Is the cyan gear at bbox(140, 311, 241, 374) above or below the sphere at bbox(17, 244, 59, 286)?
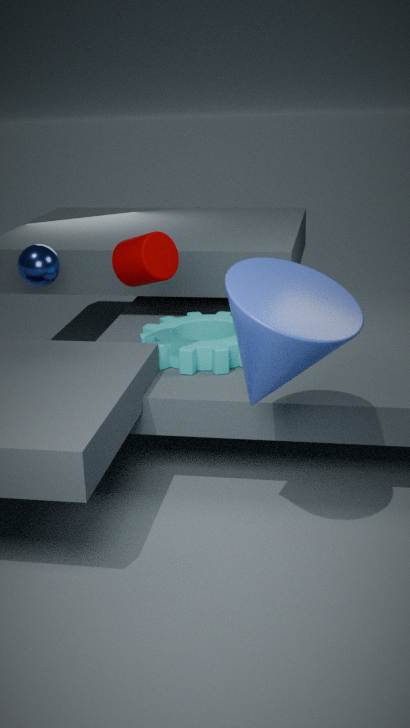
below
